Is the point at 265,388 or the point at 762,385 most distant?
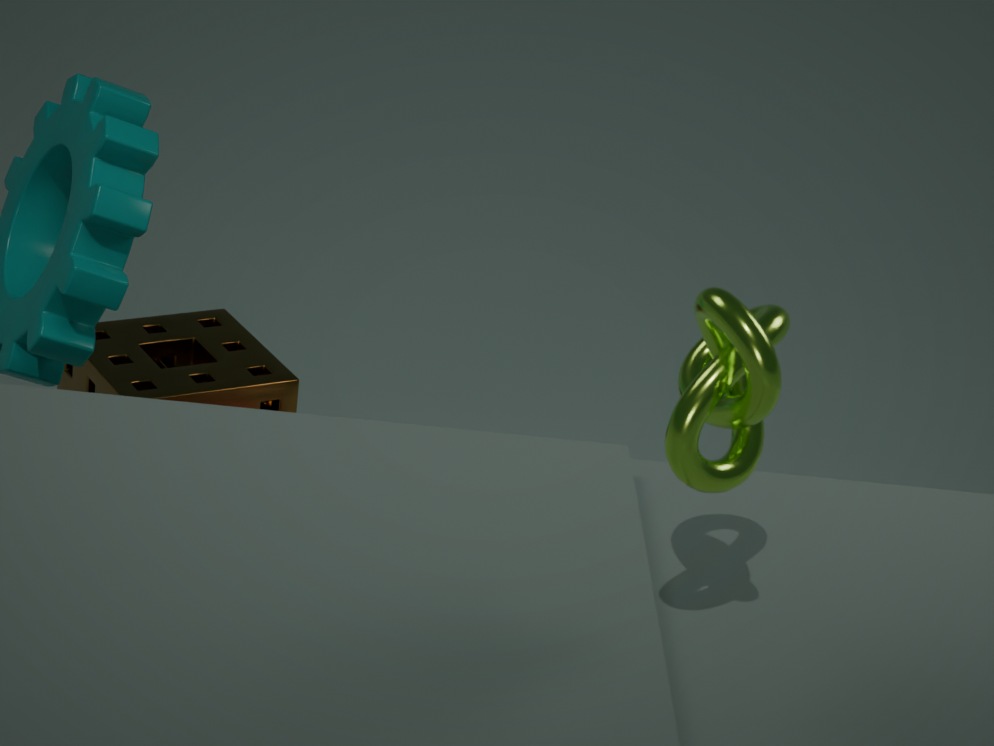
the point at 265,388
